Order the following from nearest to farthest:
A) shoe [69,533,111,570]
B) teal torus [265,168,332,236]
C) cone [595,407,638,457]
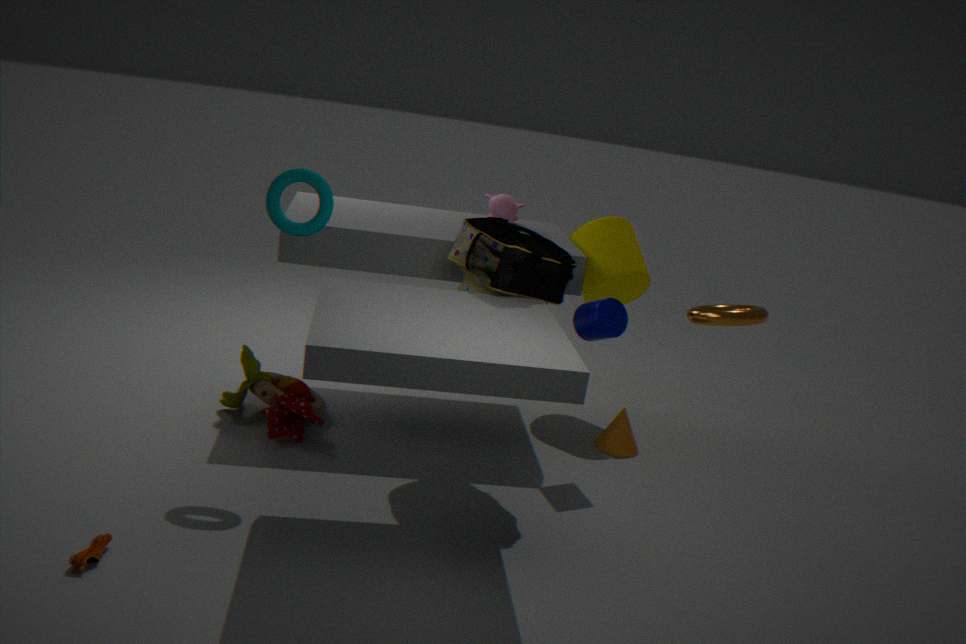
shoe [69,533,111,570] → teal torus [265,168,332,236] → cone [595,407,638,457]
